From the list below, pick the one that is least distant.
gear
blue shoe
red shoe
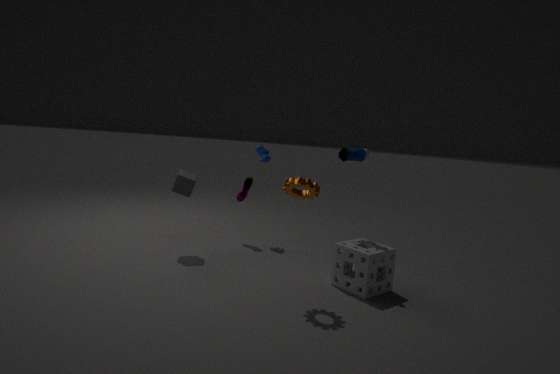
gear
